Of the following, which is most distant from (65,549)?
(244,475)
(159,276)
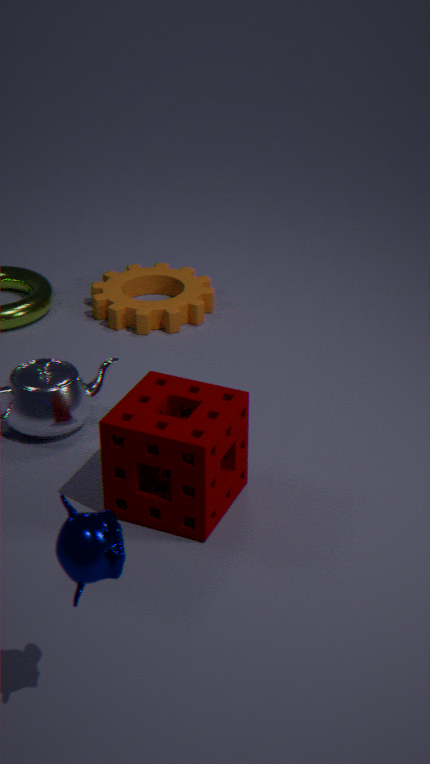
(159,276)
